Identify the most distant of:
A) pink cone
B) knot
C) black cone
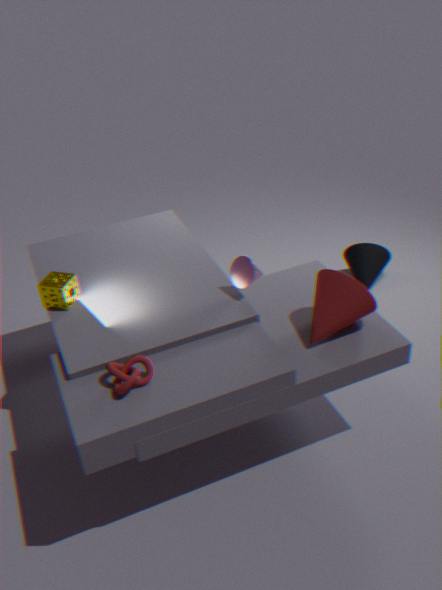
black cone
